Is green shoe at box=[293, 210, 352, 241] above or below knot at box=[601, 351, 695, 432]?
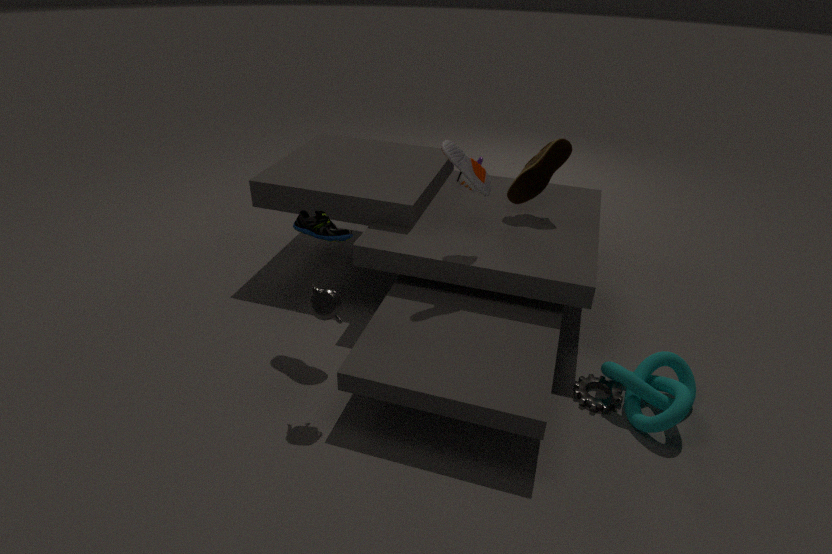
above
